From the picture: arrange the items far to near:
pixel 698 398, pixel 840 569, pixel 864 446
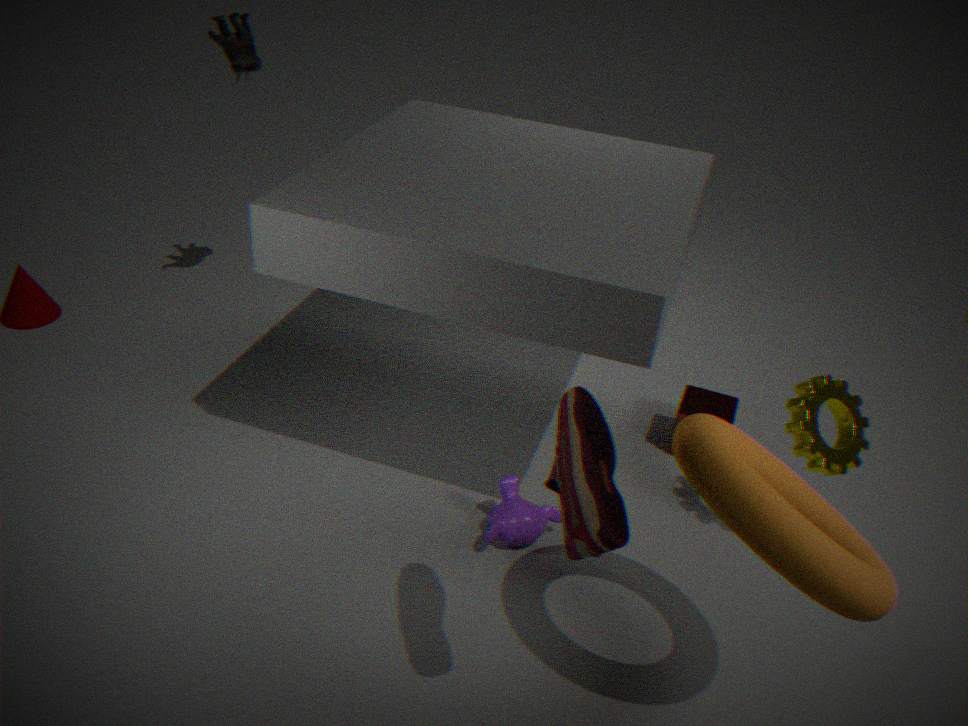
pixel 698 398 → pixel 864 446 → pixel 840 569
